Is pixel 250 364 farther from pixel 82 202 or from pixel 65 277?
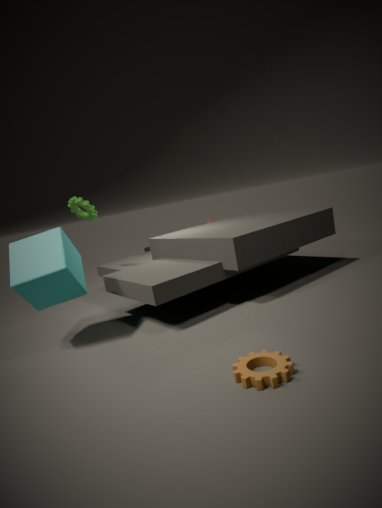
pixel 82 202
